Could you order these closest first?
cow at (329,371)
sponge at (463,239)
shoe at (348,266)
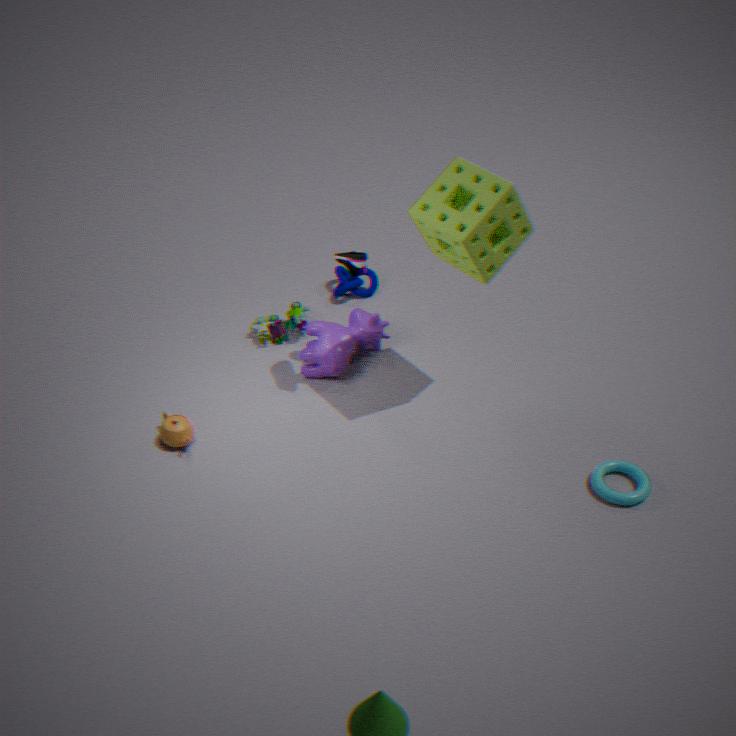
1. sponge at (463,239)
2. shoe at (348,266)
3. cow at (329,371)
